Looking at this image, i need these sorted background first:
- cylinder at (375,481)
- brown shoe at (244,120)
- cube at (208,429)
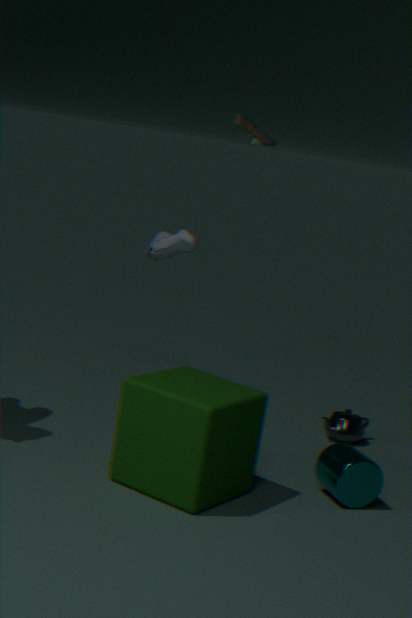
brown shoe at (244,120) → cylinder at (375,481) → cube at (208,429)
